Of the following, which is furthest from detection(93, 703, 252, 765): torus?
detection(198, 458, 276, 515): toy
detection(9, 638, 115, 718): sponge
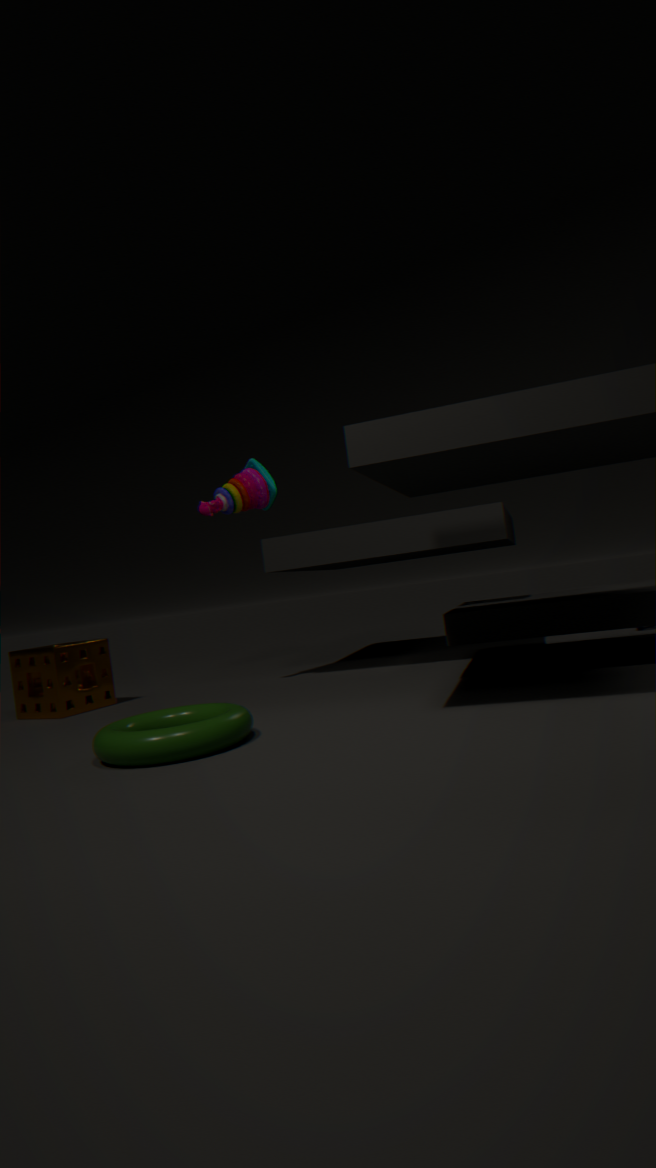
detection(198, 458, 276, 515): toy
